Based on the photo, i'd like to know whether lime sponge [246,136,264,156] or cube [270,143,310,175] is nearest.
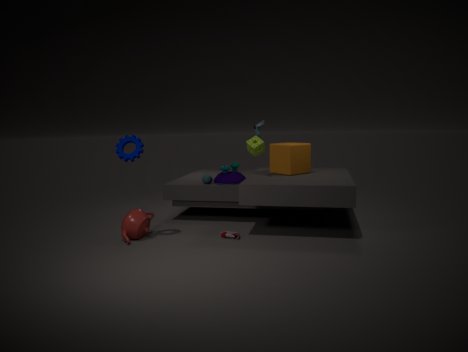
cube [270,143,310,175]
